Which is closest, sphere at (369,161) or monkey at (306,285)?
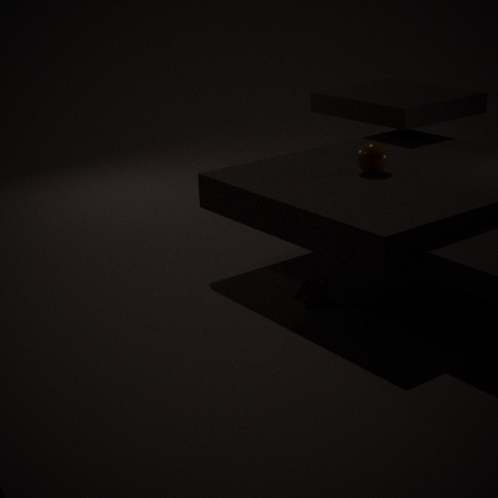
monkey at (306,285)
